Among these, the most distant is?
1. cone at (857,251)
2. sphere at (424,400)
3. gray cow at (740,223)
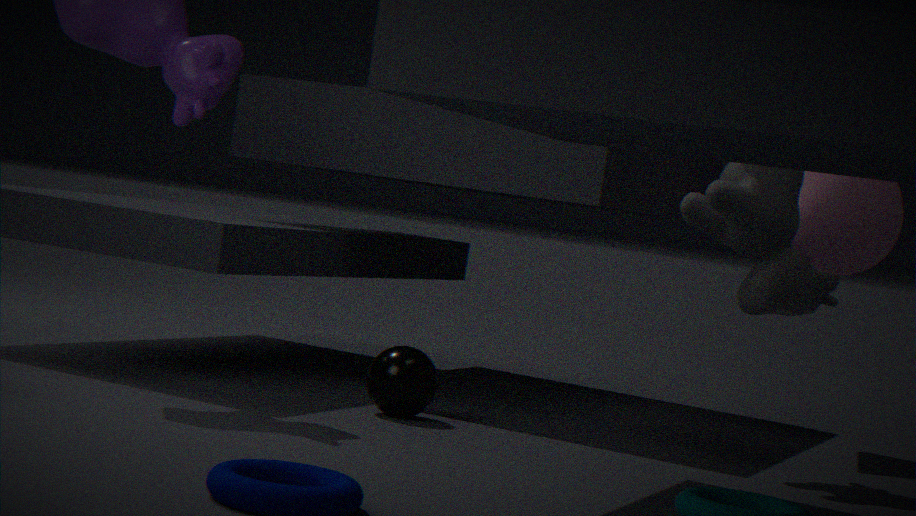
cone at (857,251)
